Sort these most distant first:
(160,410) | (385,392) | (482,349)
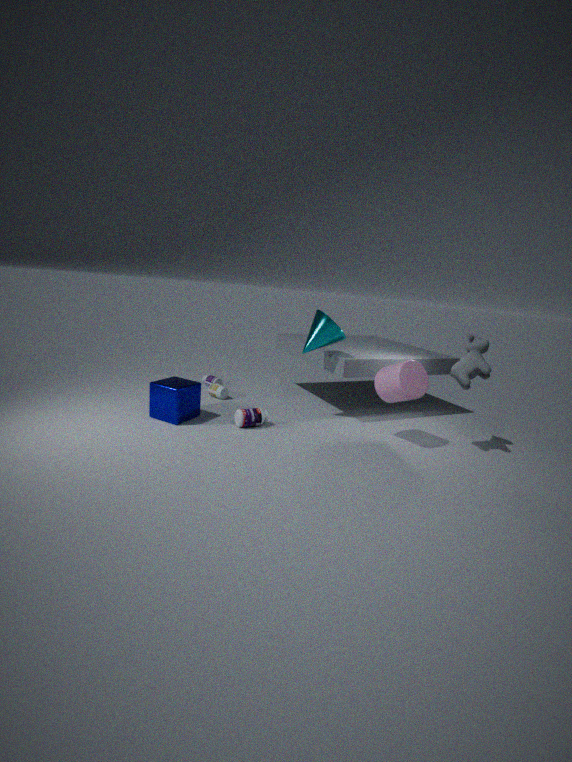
1. (160,410)
2. (385,392)
3. (482,349)
